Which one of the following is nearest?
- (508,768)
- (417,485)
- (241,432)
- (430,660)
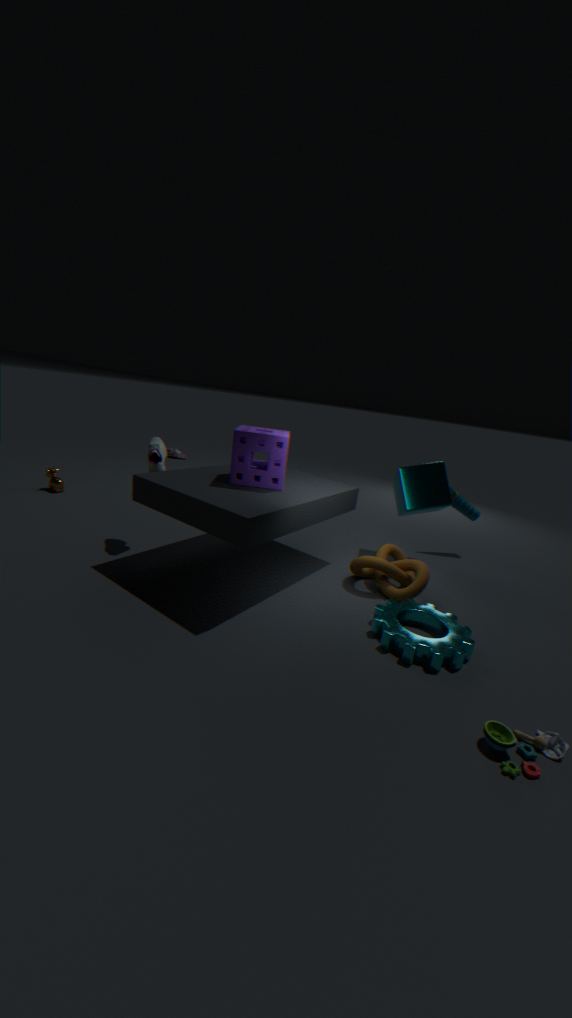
(508,768)
